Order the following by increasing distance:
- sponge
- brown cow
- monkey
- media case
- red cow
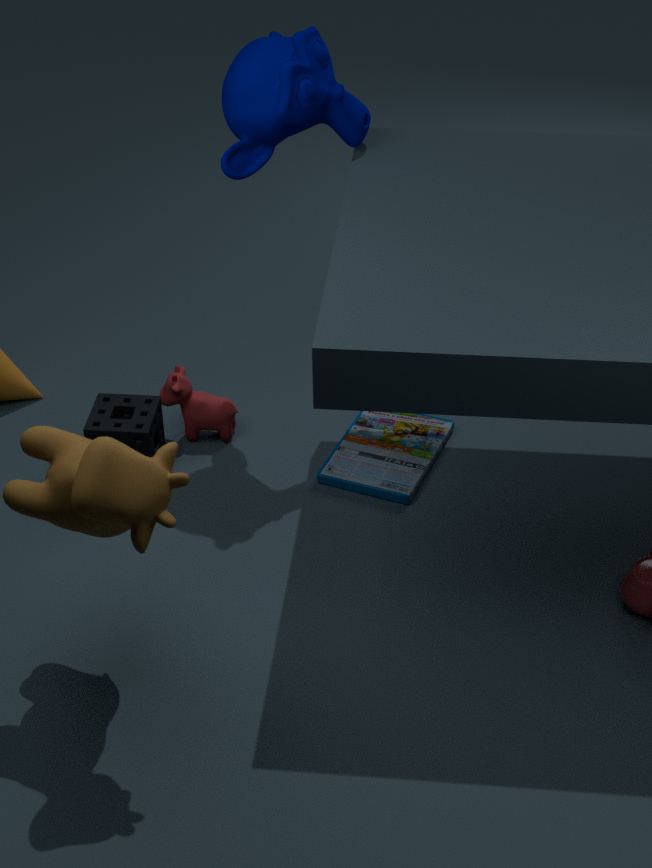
brown cow < monkey < sponge < media case < red cow
